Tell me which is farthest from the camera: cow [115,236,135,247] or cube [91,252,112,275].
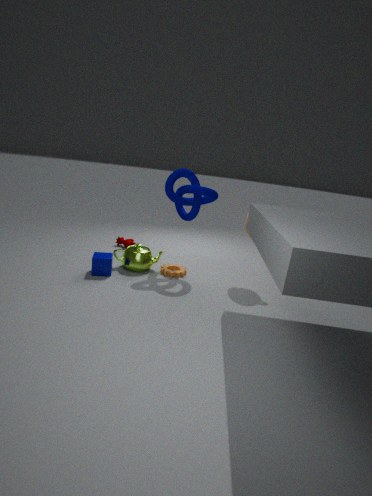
cow [115,236,135,247]
